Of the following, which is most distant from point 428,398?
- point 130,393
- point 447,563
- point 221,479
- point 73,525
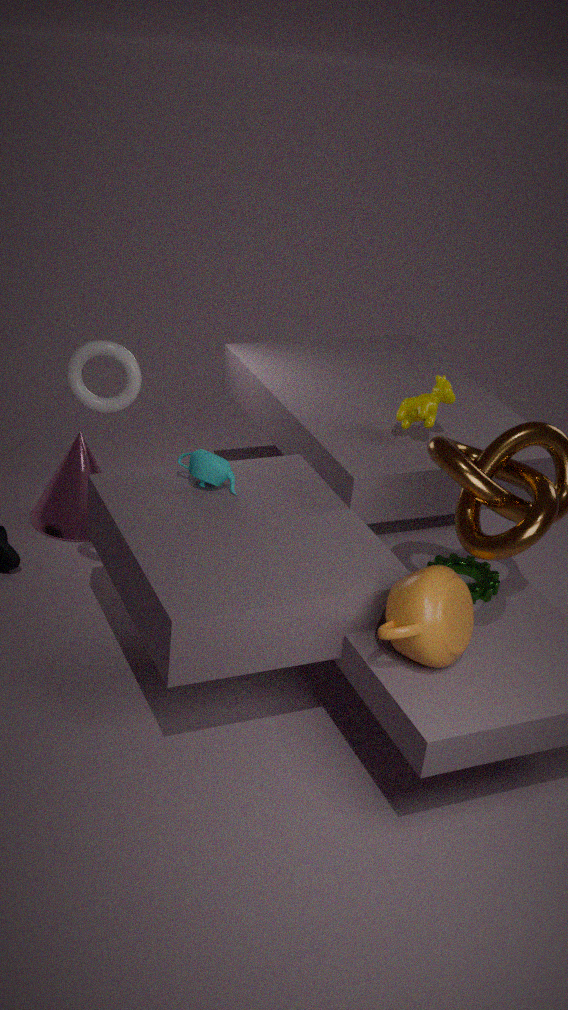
point 73,525
